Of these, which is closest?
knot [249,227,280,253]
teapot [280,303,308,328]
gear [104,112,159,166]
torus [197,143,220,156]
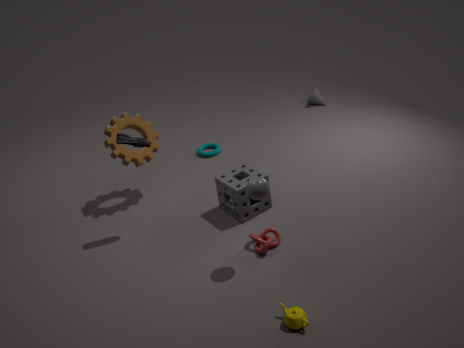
teapot [280,303,308,328]
